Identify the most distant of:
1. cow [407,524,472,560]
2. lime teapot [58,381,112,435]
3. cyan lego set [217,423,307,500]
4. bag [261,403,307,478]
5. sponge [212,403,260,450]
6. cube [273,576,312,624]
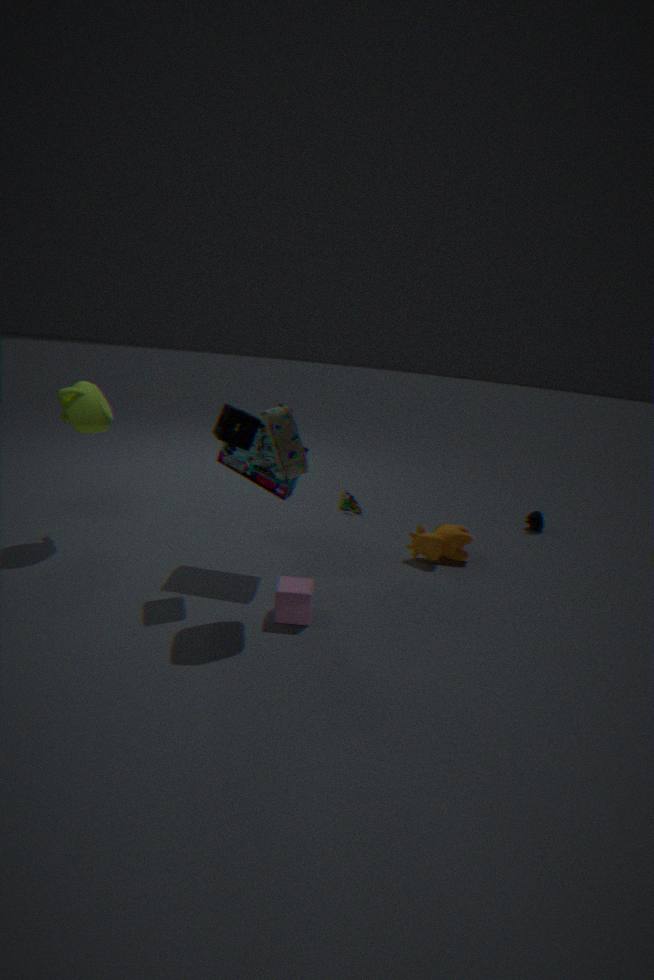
cow [407,524,472,560]
